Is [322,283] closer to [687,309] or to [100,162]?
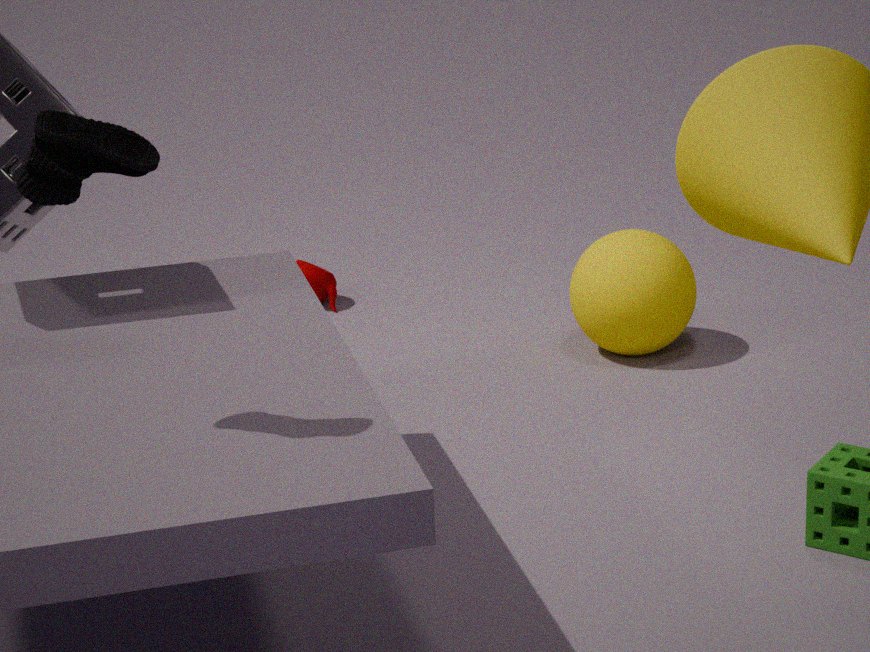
[687,309]
